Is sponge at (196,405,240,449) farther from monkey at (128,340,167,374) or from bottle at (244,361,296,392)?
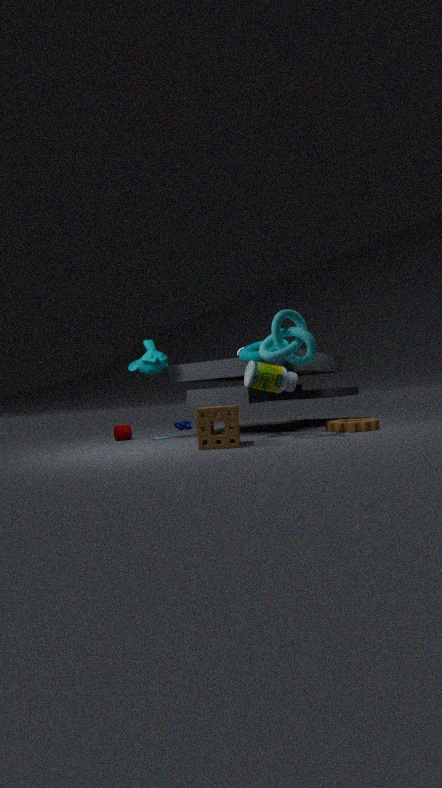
monkey at (128,340,167,374)
